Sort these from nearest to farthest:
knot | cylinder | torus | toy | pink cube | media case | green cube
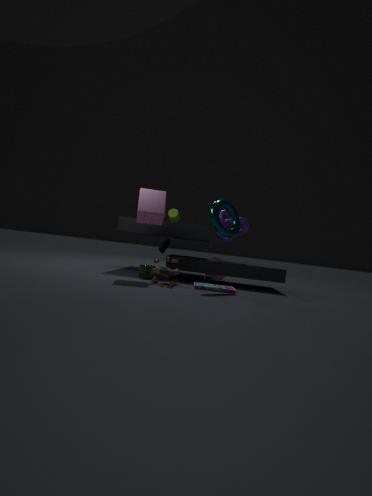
media case < toy < torus < pink cube < green cube < knot < cylinder
